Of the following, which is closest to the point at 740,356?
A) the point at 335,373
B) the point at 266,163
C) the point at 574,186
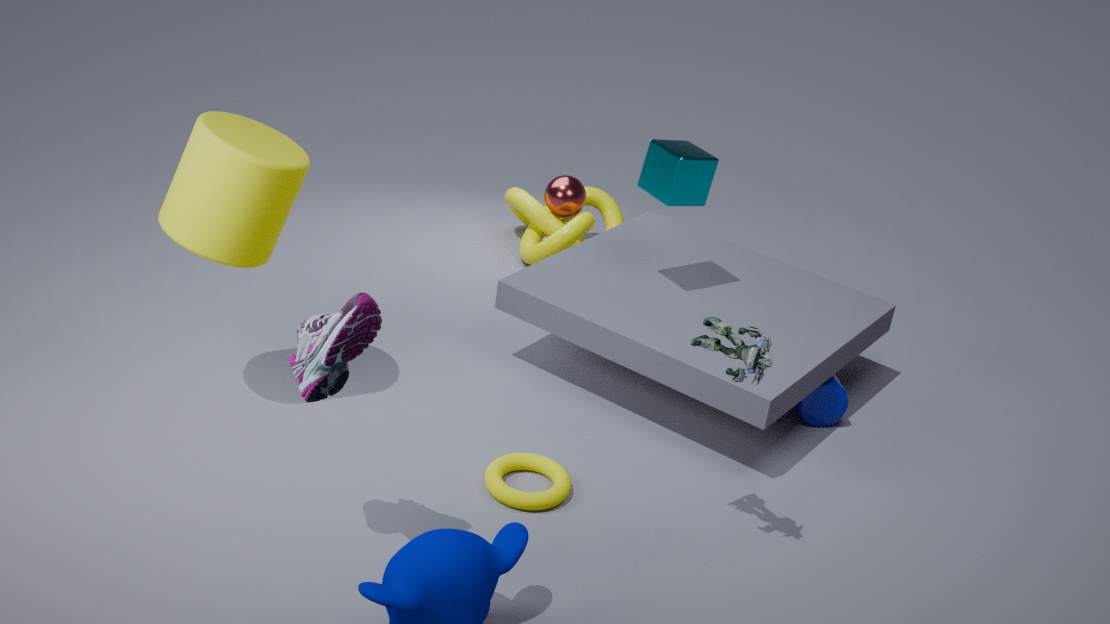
the point at 335,373
